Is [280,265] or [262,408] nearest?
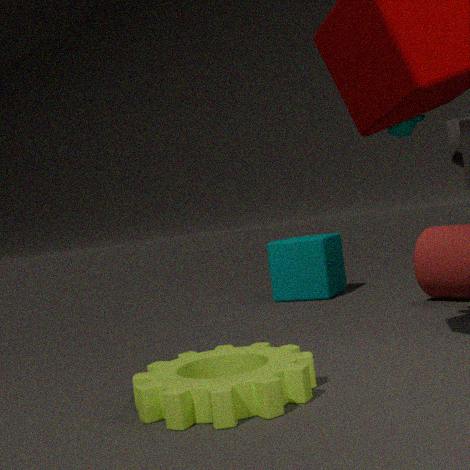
[262,408]
